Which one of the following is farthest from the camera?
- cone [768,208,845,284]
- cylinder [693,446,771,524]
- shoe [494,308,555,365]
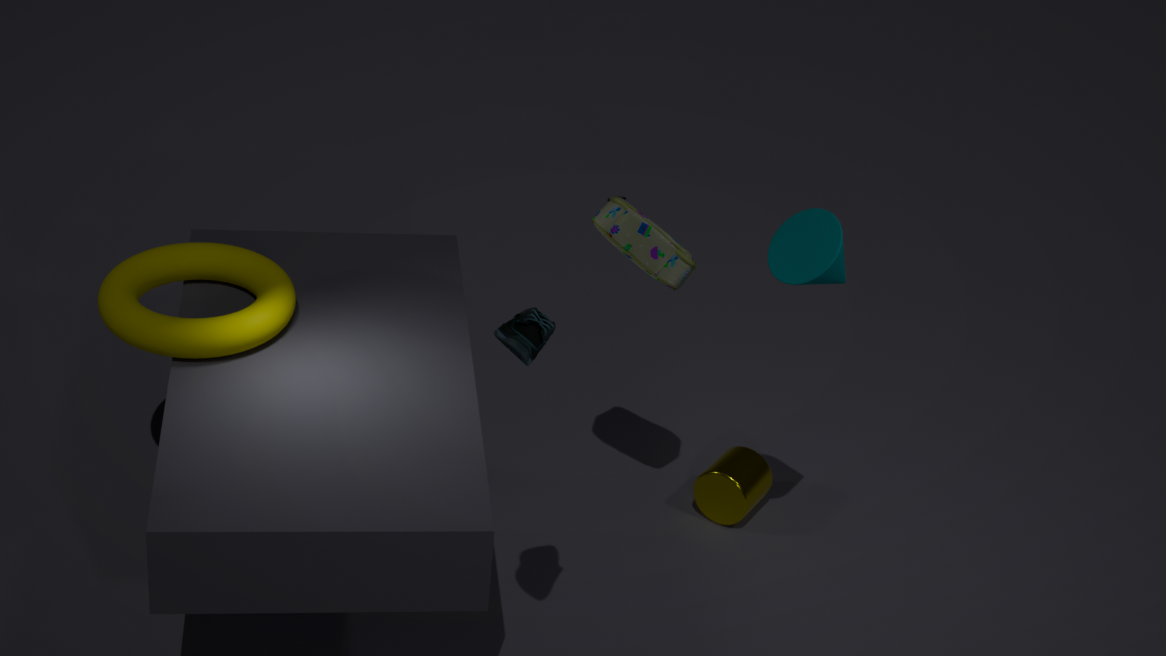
cylinder [693,446,771,524]
